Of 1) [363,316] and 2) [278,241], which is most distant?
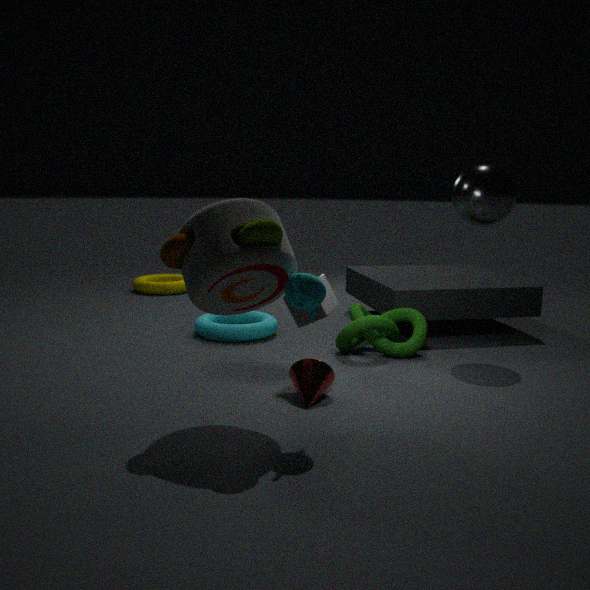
1. [363,316]
